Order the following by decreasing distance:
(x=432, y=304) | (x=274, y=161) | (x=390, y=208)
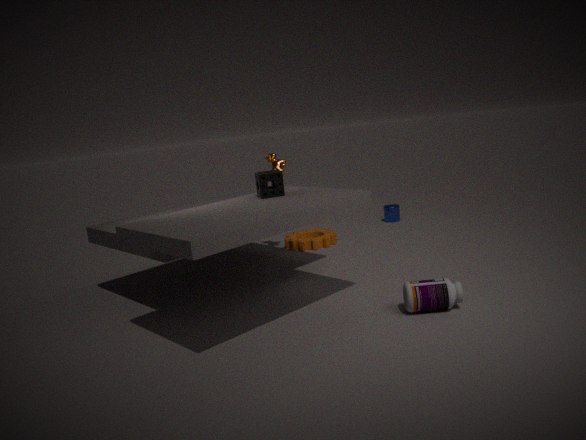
(x=390, y=208) → (x=274, y=161) → (x=432, y=304)
